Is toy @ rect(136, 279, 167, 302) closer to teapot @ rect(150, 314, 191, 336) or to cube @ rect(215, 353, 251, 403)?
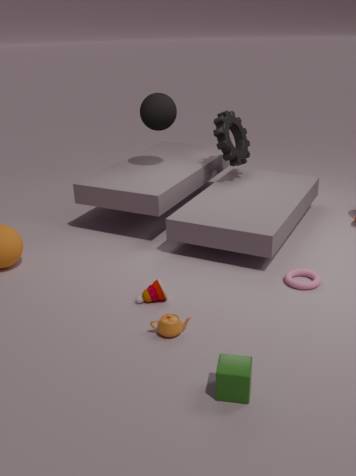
teapot @ rect(150, 314, 191, 336)
